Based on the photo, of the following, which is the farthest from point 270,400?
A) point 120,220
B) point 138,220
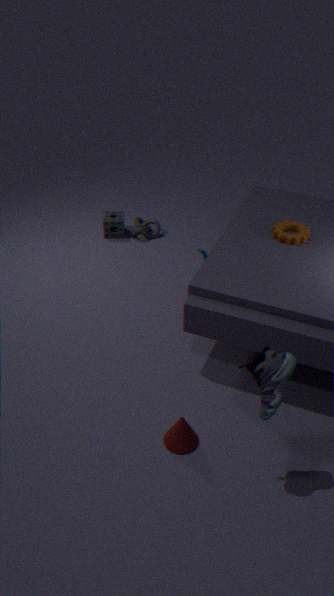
point 120,220
